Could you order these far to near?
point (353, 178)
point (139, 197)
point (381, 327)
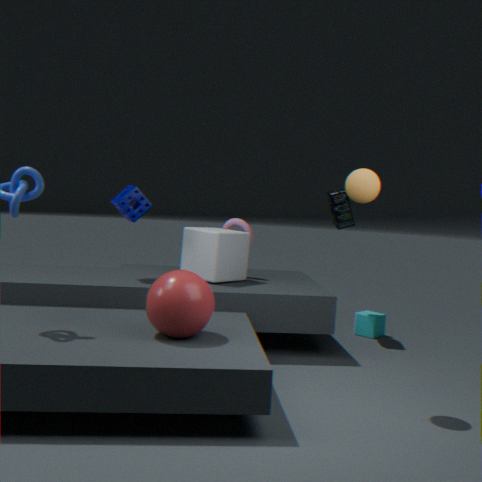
point (381, 327) → point (139, 197) → point (353, 178)
